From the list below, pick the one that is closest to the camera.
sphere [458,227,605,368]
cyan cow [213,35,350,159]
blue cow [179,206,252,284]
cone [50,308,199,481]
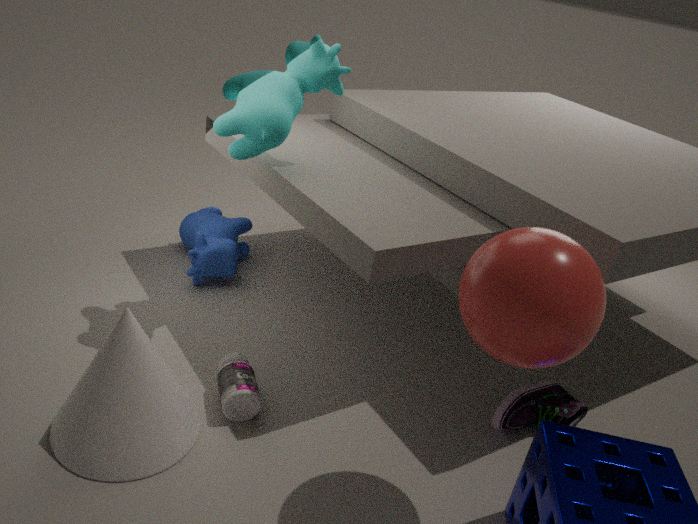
sphere [458,227,605,368]
